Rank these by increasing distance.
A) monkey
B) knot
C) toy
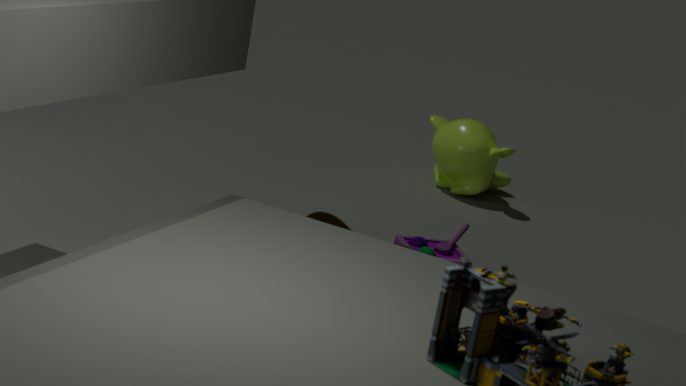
knot, toy, monkey
